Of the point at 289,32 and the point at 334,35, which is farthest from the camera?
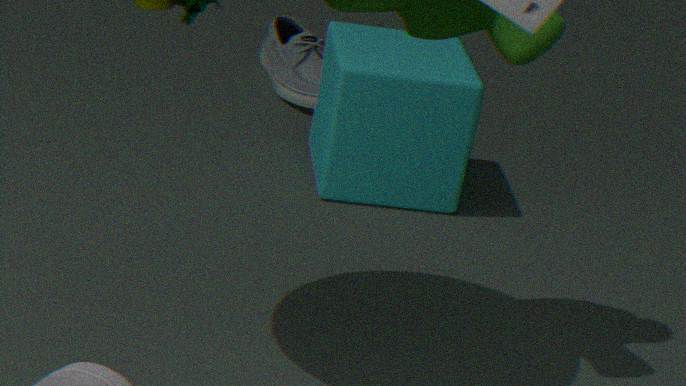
the point at 289,32
